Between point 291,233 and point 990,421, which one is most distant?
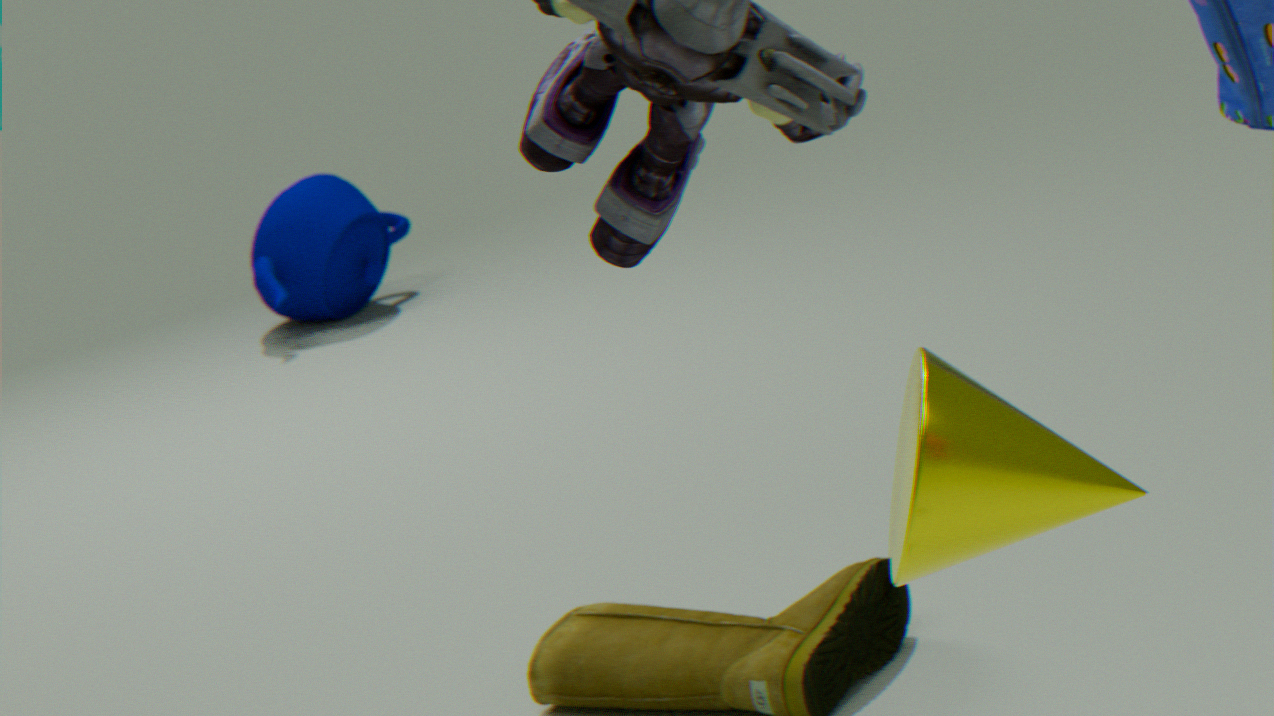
point 291,233
